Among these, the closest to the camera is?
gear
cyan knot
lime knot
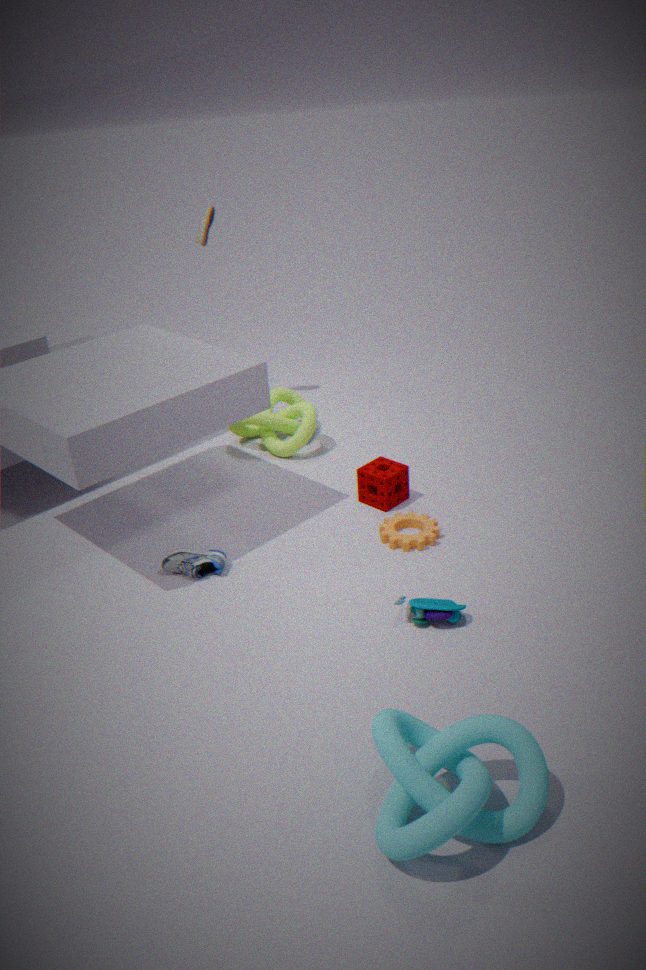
cyan knot
